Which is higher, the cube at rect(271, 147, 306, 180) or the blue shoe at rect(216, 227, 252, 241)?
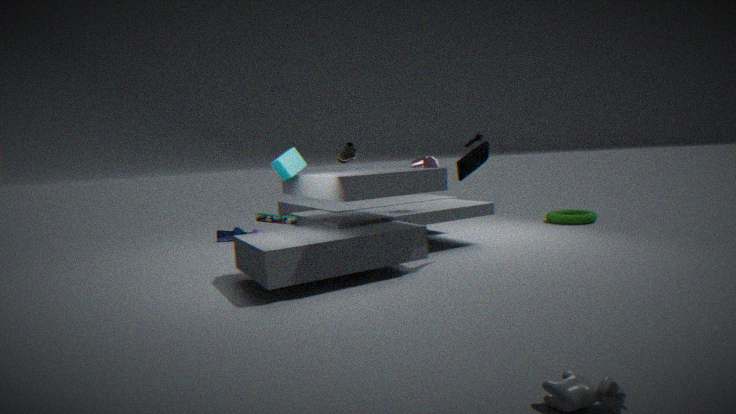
the cube at rect(271, 147, 306, 180)
